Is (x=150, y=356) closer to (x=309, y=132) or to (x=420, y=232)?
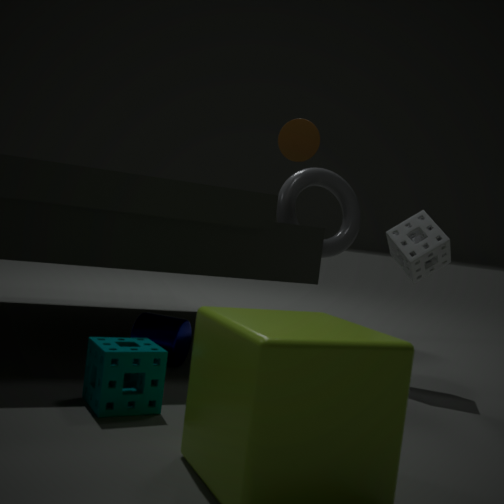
(x=420, y=232)
